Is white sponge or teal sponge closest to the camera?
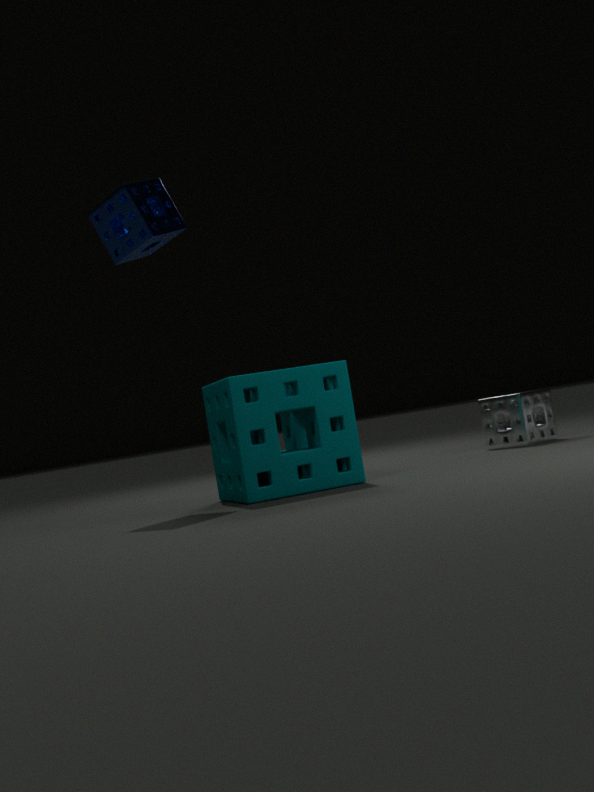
teal sponge
